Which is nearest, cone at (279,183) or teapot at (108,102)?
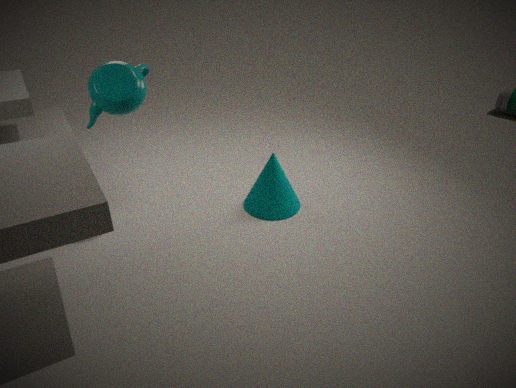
teapot at (108,102)
